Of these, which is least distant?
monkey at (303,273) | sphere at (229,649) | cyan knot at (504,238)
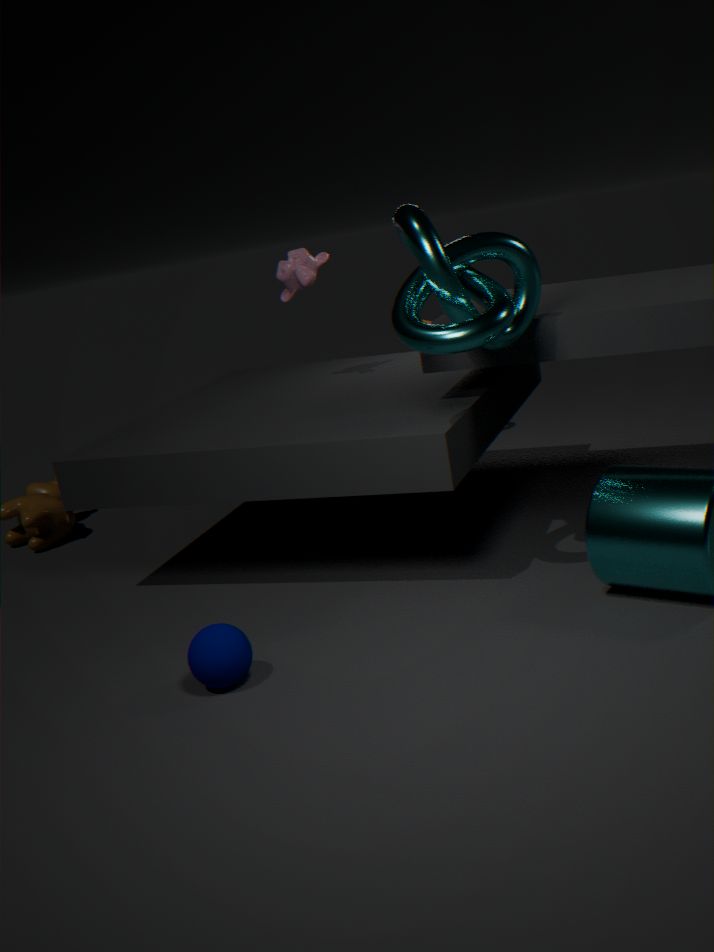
sphere at (229,649)
